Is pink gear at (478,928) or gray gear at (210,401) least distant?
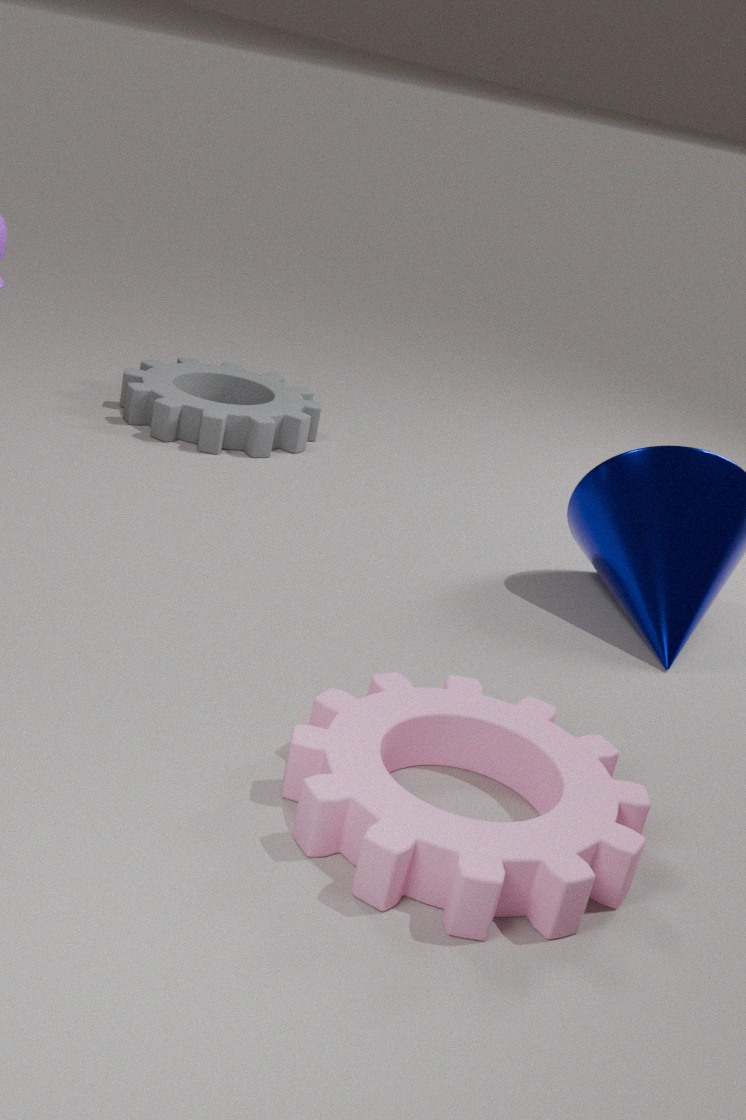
pink gear at (478,928)
